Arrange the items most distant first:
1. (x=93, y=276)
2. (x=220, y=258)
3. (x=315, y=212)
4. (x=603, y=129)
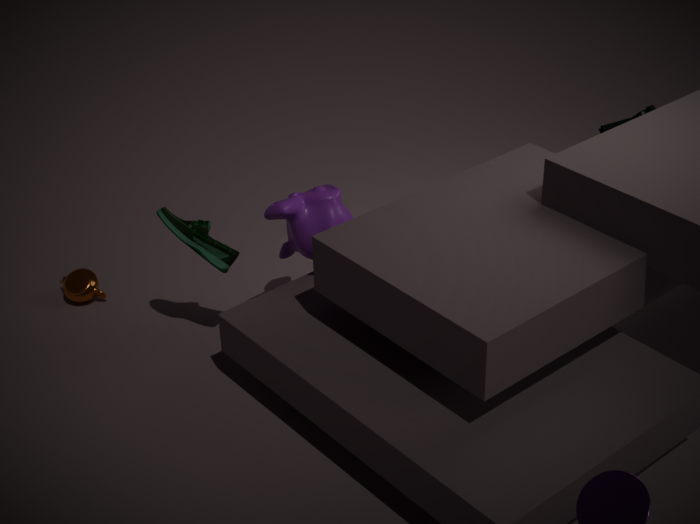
(x=93, y=276) → (x=603, y=129) → (x=220, y=258) → (x=315, y=212)
